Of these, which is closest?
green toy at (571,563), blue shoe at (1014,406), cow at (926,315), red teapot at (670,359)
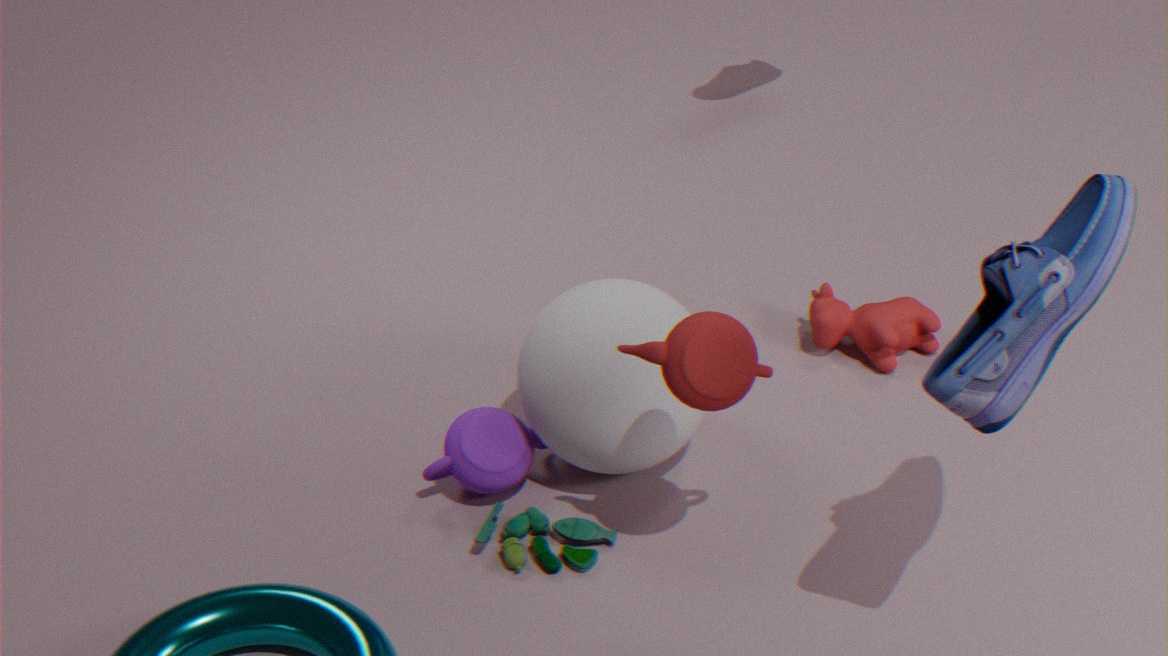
blue shoe at (1014,406)
